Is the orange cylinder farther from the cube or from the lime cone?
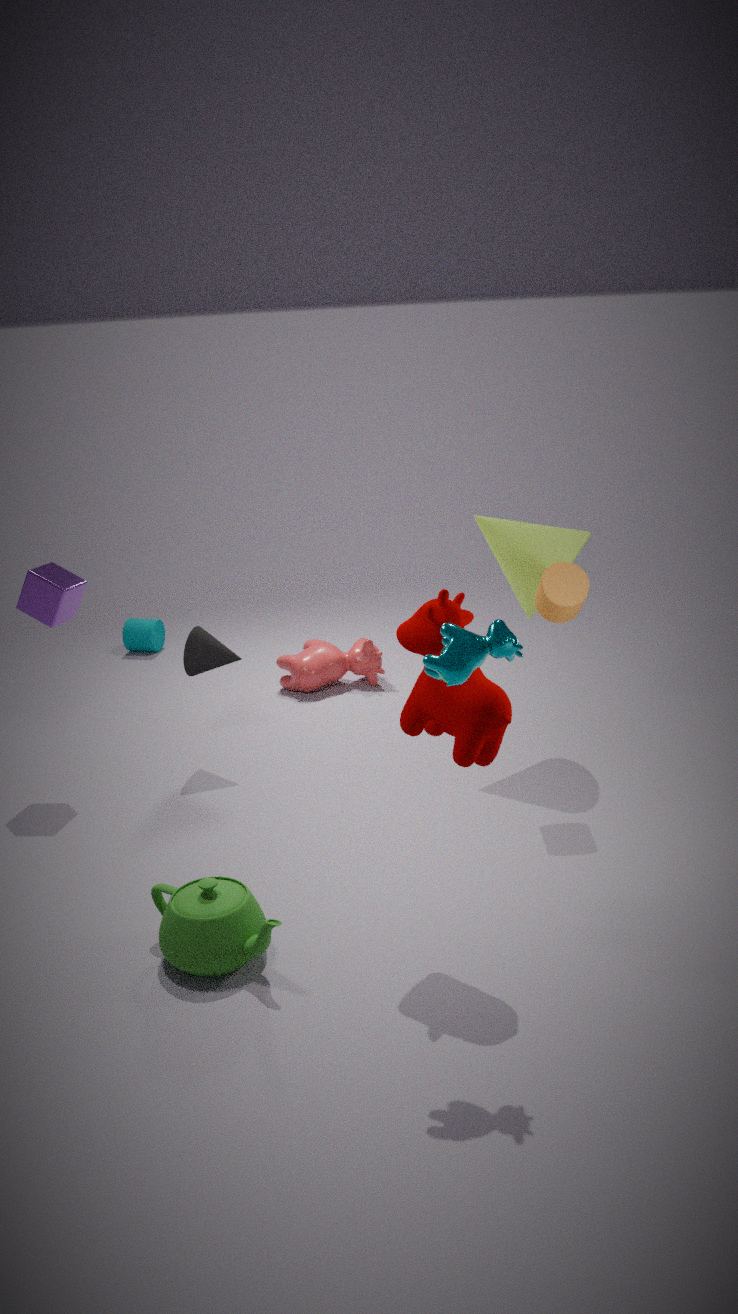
the cube
